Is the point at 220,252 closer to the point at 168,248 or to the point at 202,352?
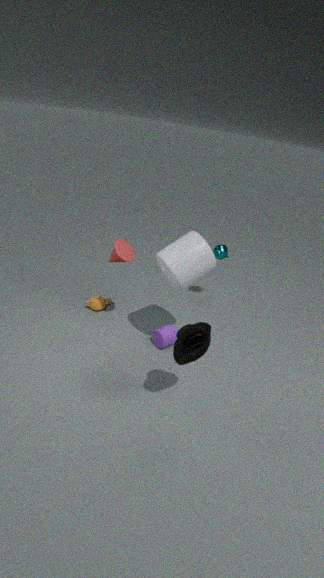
the point at 168,248
